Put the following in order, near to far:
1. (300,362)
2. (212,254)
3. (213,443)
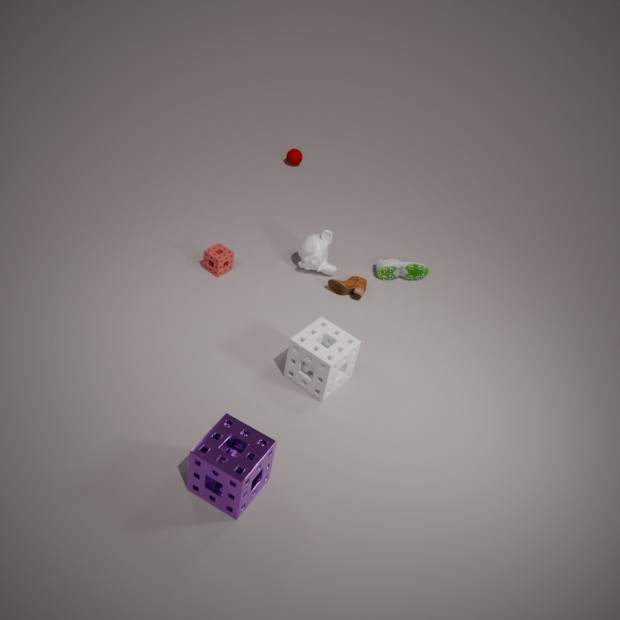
1. (213,443)
2. (300,362)
3. (212,254)
